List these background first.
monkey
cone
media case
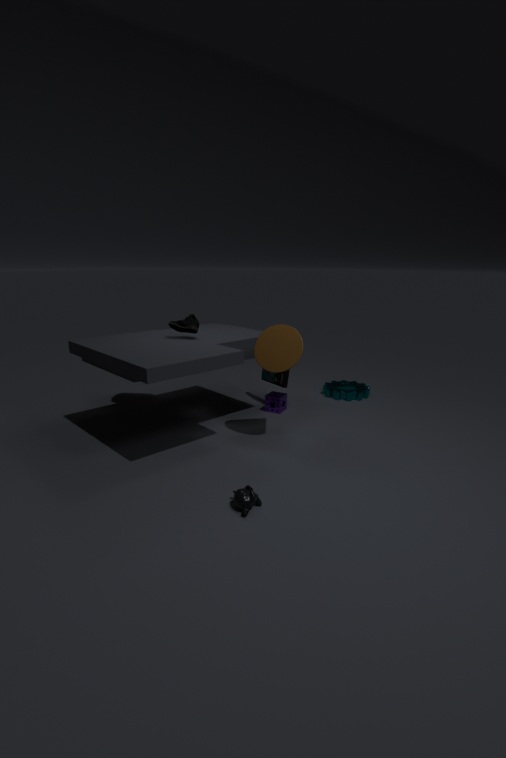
media case
cone
monkey
